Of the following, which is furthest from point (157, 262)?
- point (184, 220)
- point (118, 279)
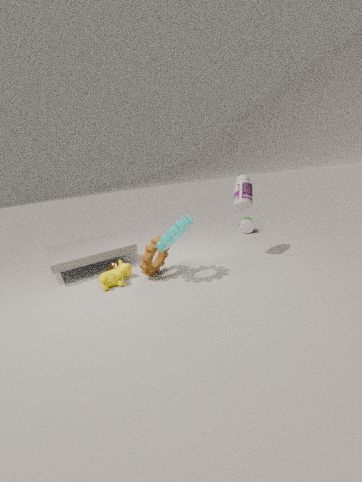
point (118, 279)
